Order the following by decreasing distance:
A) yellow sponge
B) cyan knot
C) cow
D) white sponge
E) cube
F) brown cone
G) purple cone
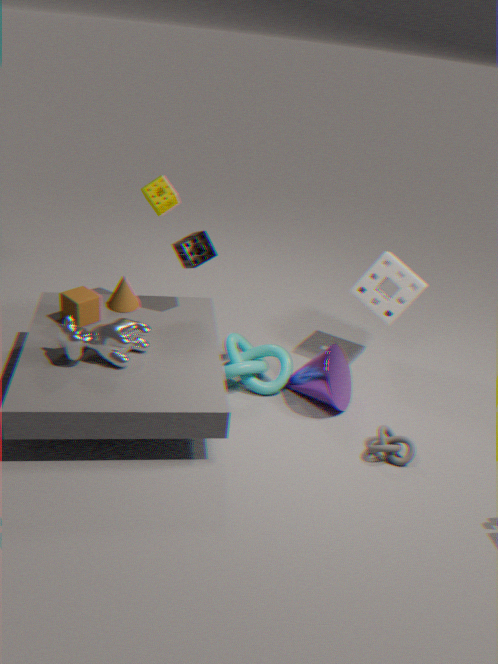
yellow sponge → white sponge → brown cone → cyan knot → purple cone → cube → cow
